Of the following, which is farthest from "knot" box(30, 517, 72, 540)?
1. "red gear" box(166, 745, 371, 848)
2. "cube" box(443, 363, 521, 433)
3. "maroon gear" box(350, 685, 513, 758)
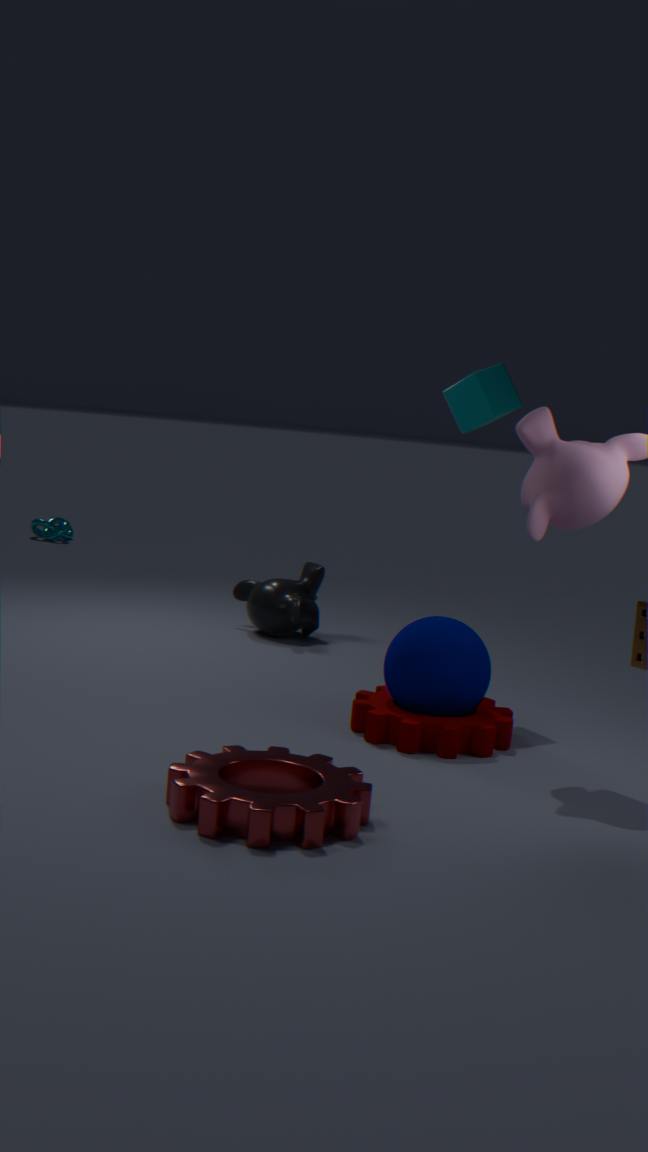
"red gear" box(166, 745, 371, 848)
